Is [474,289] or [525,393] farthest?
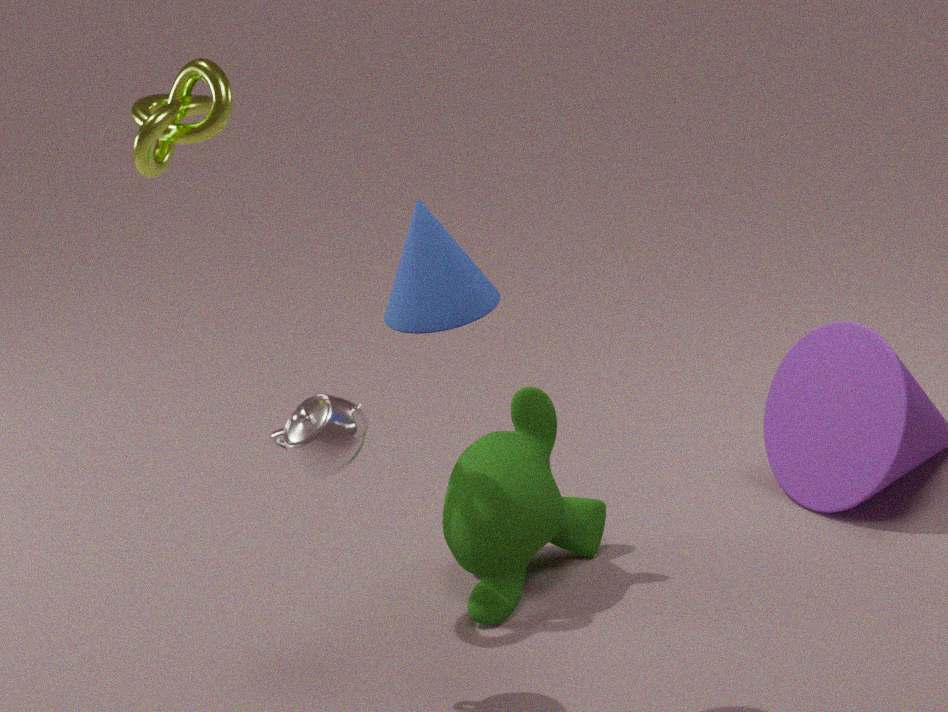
[525,393]
